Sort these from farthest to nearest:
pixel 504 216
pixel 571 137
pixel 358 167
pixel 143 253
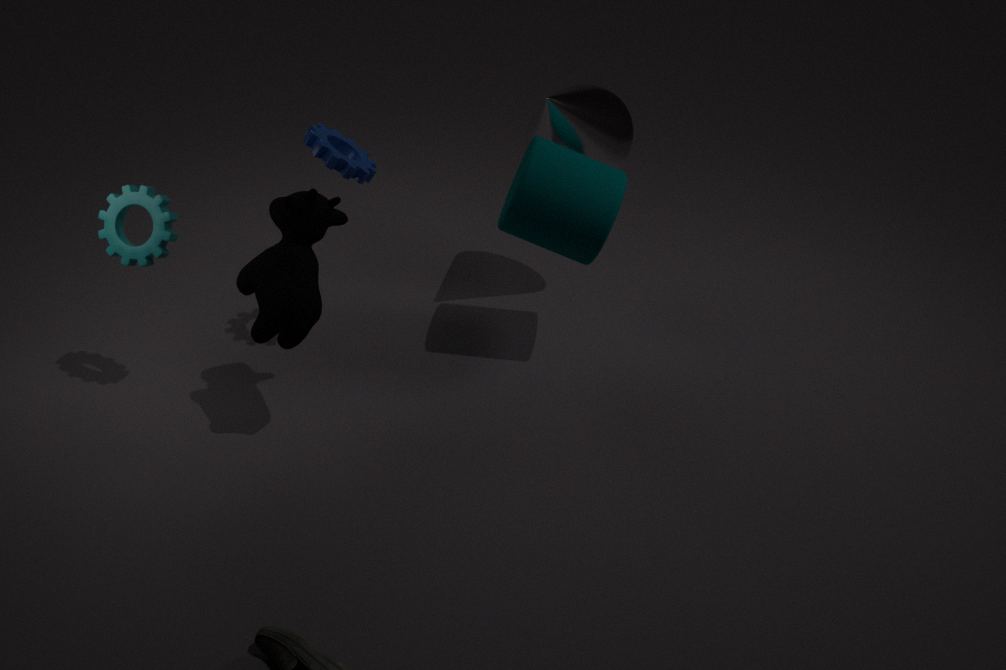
pixel 571 137, pixel 504 216, pixel 358 167, pixel 143 253
